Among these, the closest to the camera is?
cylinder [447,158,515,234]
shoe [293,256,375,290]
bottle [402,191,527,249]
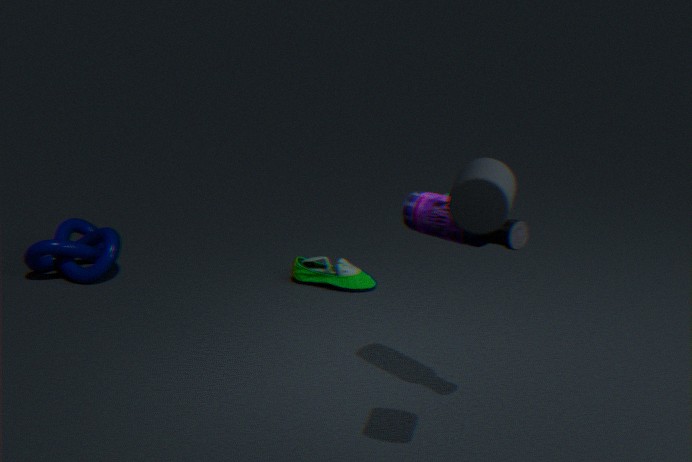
cylinder [447,158,515,234]
